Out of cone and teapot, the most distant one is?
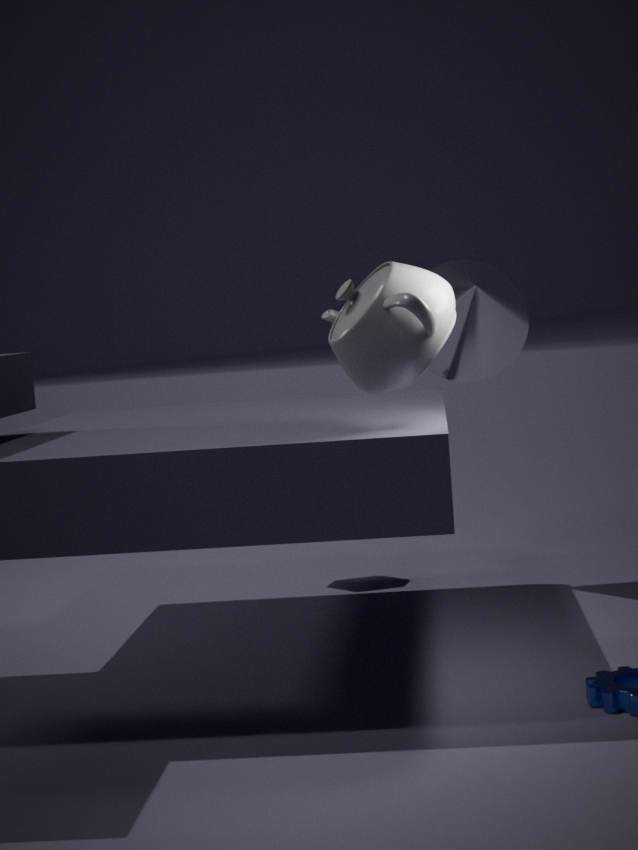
cone
